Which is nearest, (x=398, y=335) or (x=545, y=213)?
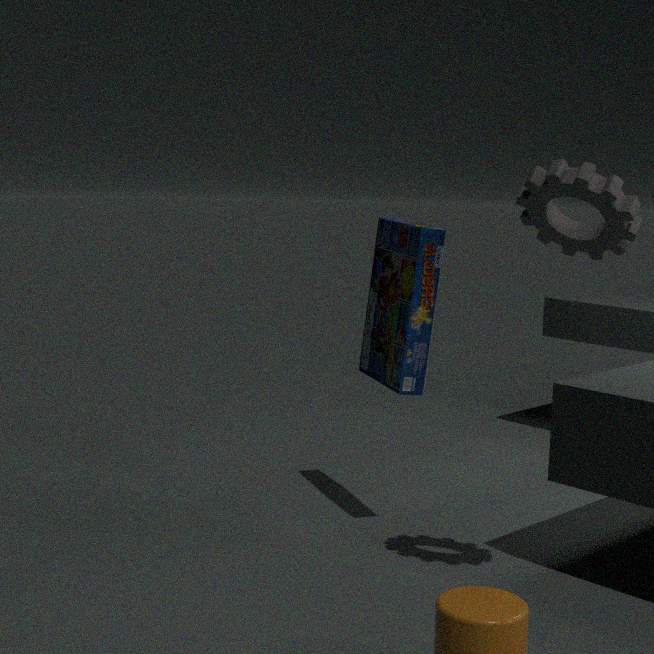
(x=545, y=213)
